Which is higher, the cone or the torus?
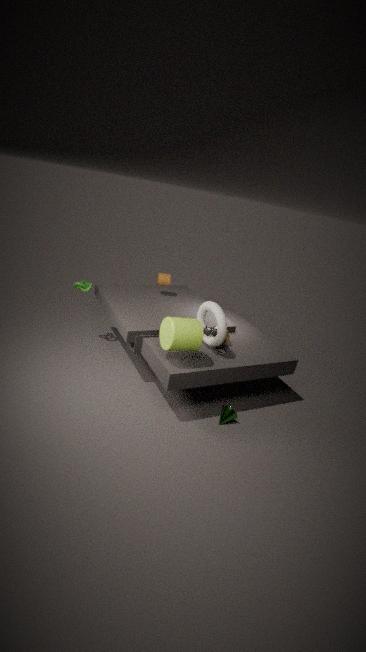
the torus
